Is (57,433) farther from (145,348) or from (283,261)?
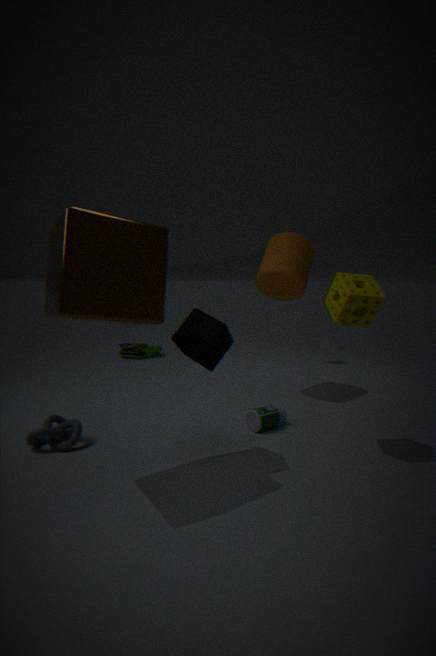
(145,348)
